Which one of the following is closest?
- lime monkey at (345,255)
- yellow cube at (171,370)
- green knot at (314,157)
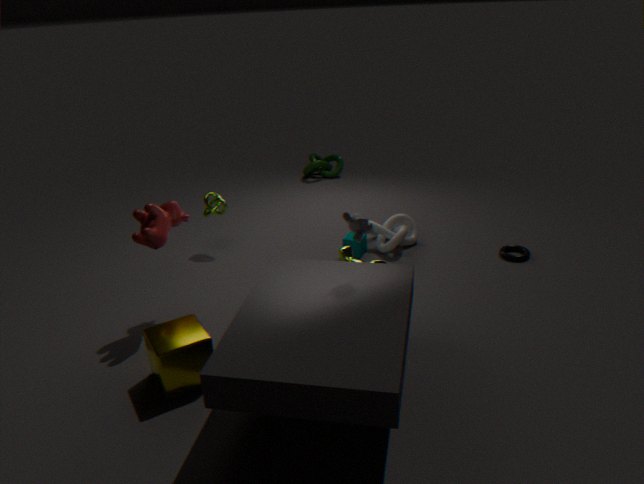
yellow cube at (171,370)
